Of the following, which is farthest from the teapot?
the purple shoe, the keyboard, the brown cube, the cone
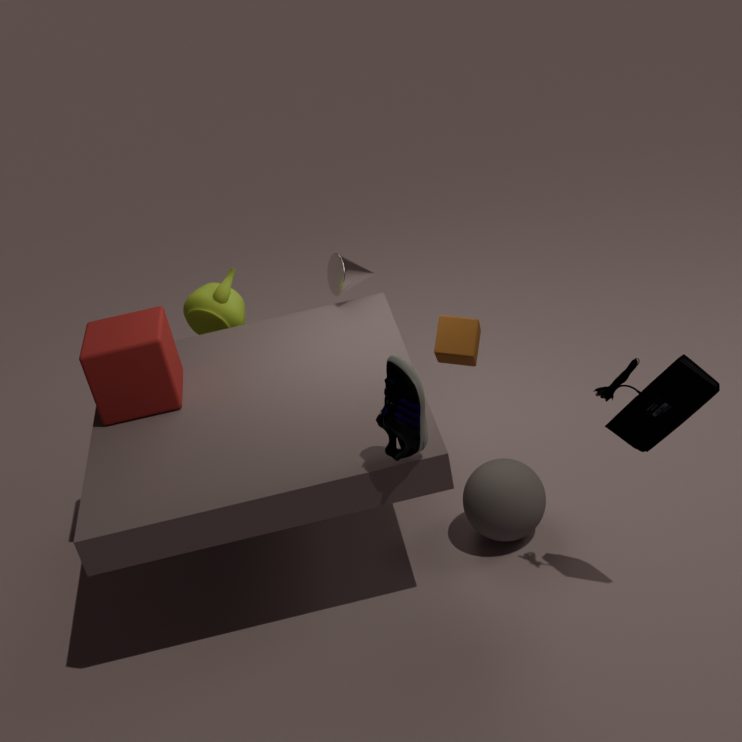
the keyboard
